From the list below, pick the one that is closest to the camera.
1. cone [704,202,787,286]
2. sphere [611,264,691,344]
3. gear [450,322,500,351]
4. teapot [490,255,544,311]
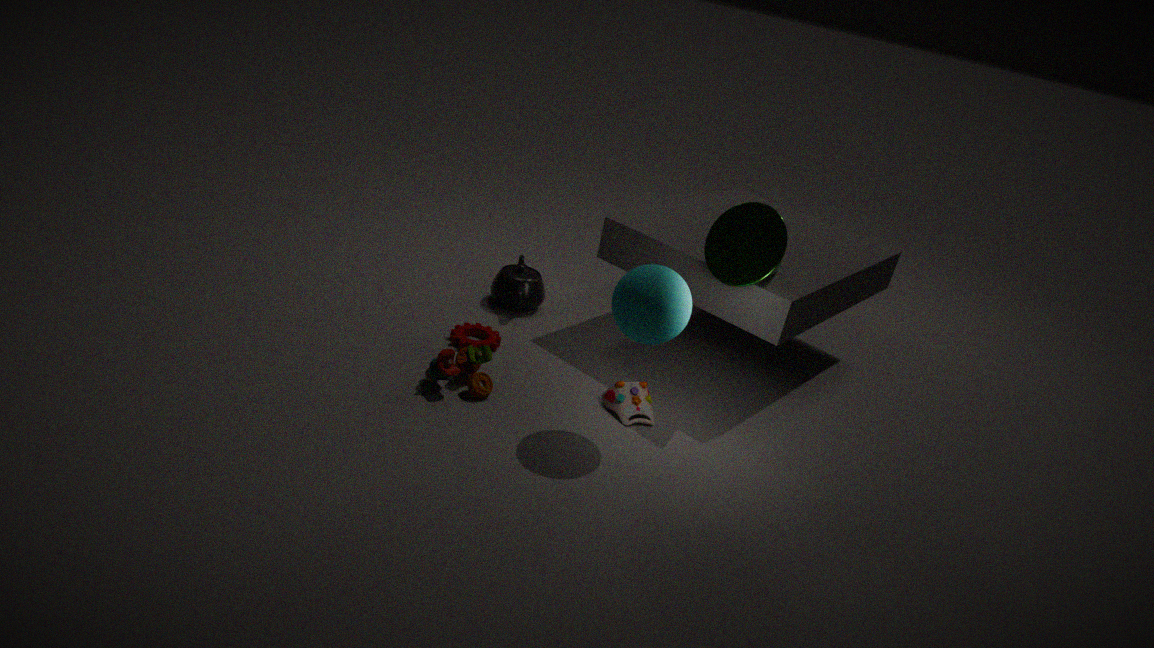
sphere [611,264,691,344]
